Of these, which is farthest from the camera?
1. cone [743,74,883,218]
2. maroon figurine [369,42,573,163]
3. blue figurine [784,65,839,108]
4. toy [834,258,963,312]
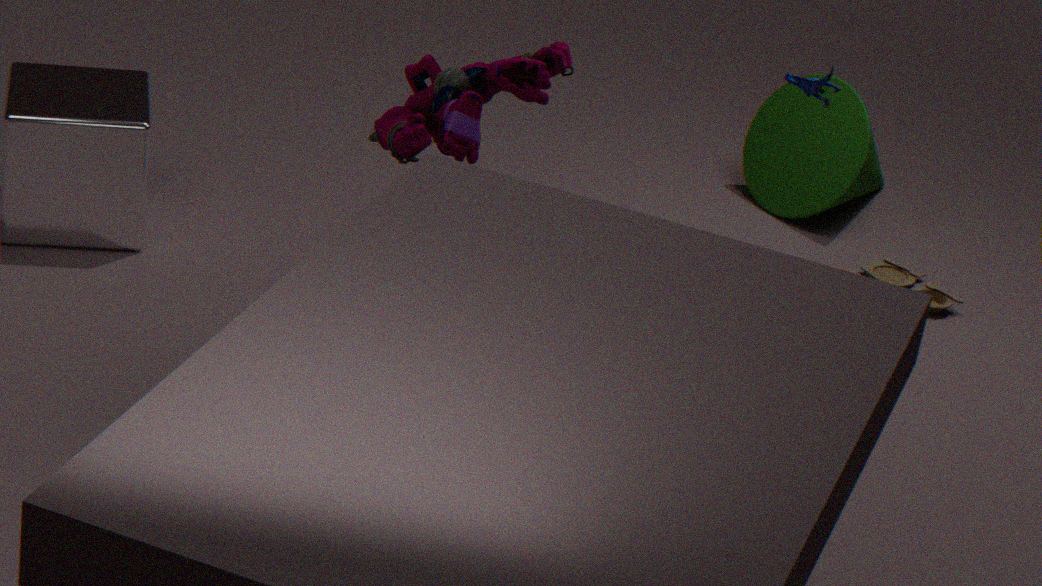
cone [743,74,883,218]
